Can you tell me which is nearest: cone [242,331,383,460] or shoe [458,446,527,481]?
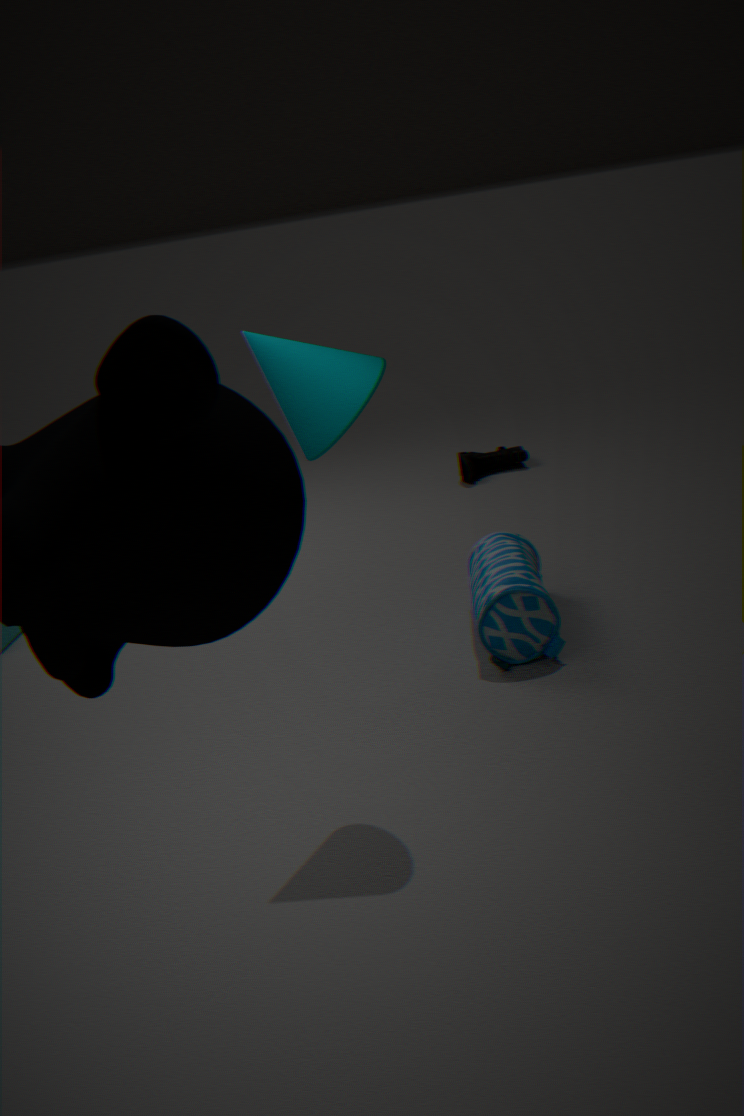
cone [242,331,383,460]
